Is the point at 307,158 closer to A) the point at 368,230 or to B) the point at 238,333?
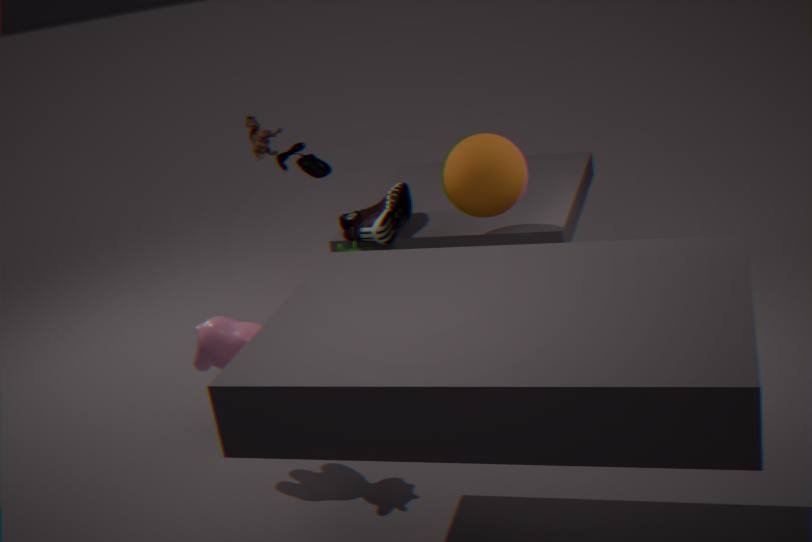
A) the point at 368,230
